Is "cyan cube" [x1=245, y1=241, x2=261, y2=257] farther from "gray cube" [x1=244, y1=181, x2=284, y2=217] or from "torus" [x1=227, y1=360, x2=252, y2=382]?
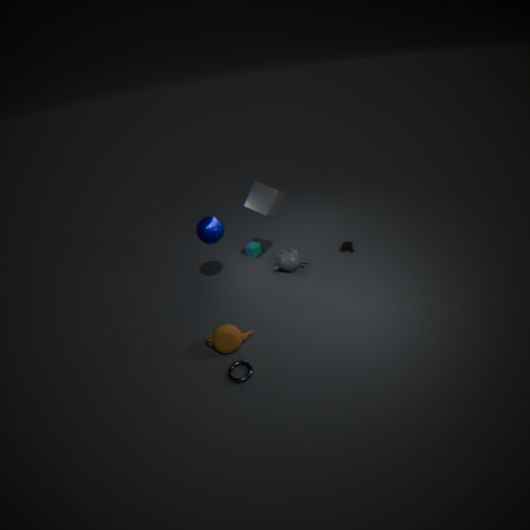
"torus" [x1=227, y1=360, x2=252, y2=382]
